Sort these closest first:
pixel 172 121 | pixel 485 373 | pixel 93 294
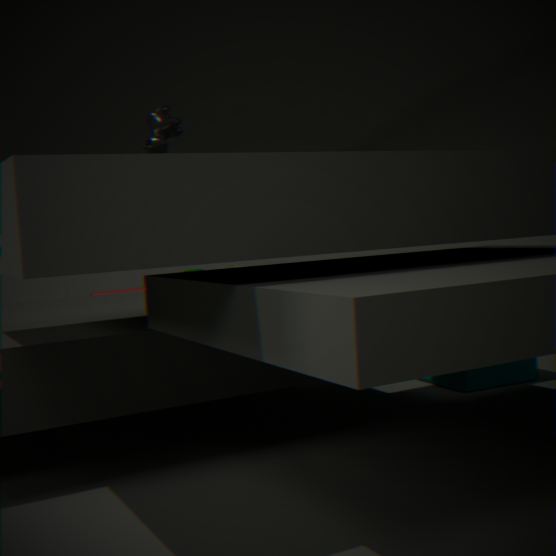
pixel 485 373 < pixel 172 121 < pixel 93 294
